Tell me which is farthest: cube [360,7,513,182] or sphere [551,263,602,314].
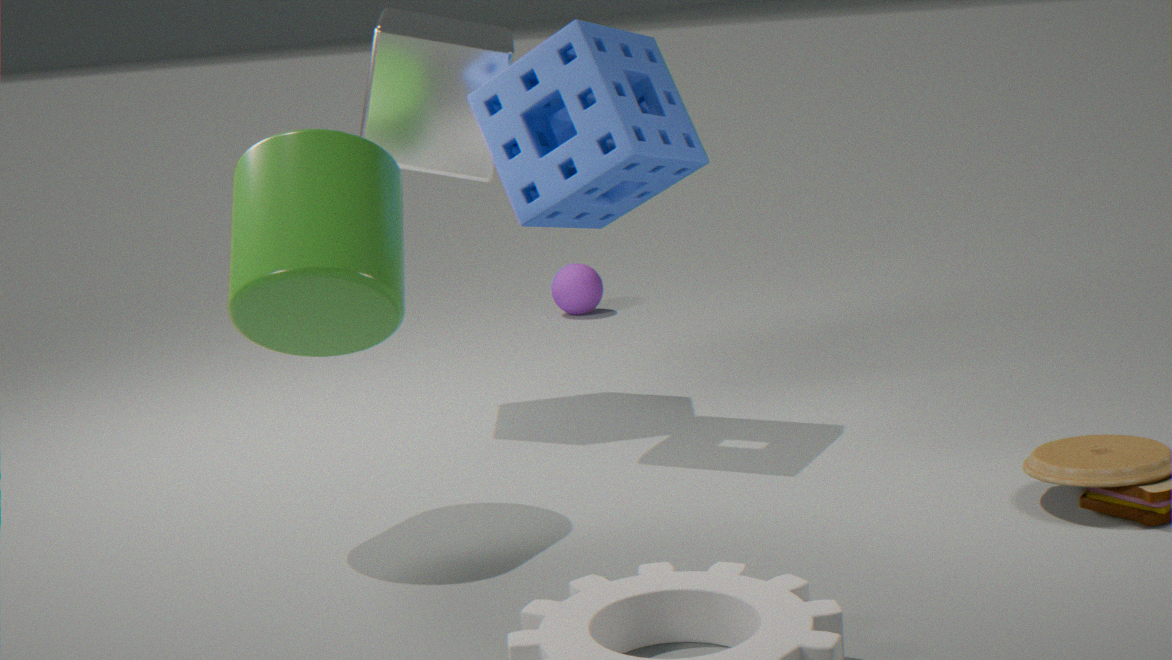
sphere [551,263,602,314]
